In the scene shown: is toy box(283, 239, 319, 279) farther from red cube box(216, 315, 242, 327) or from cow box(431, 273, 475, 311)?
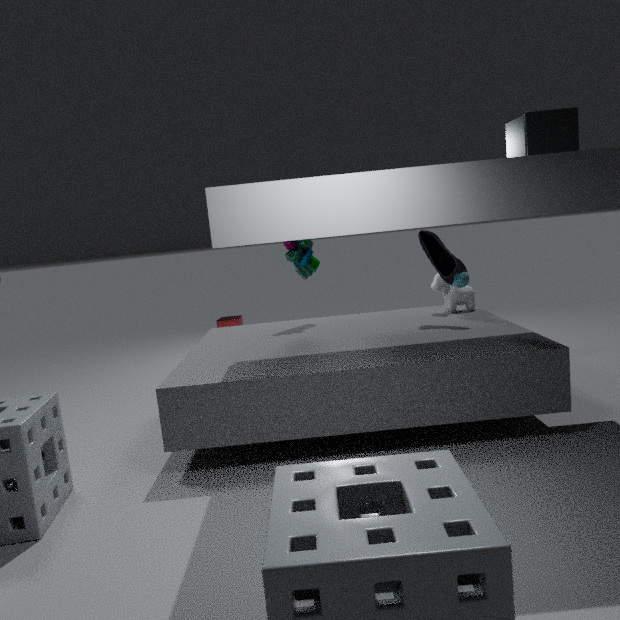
red cube box(216, 315, 242, 327)
